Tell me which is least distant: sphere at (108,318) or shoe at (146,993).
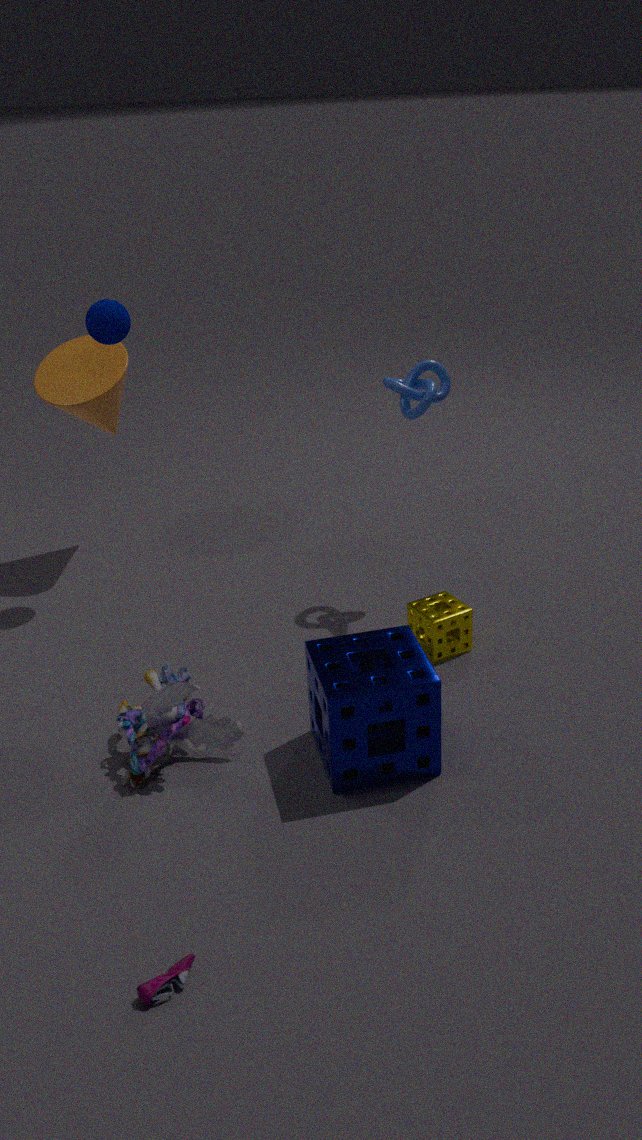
shoe at (146,993)
